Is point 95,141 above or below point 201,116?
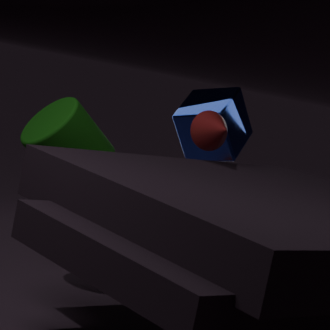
below
